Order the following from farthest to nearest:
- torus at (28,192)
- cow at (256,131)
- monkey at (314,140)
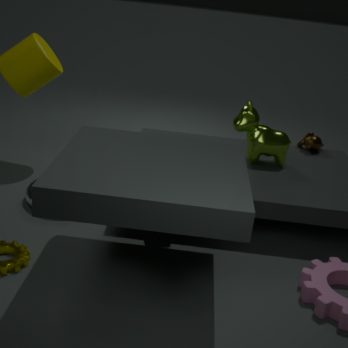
monkey at (314,140)
cow at (256,131)
torus at (28,192)
